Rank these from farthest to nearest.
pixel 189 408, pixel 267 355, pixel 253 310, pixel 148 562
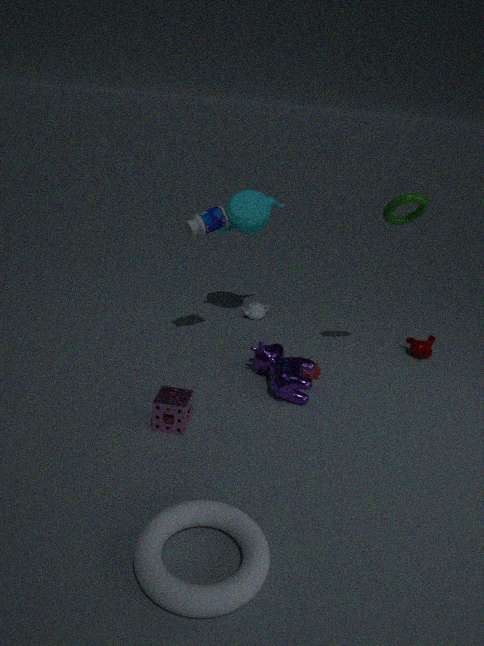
pixel 253 310, pixel 267 355, pixel 189 408, pixel 148 562
